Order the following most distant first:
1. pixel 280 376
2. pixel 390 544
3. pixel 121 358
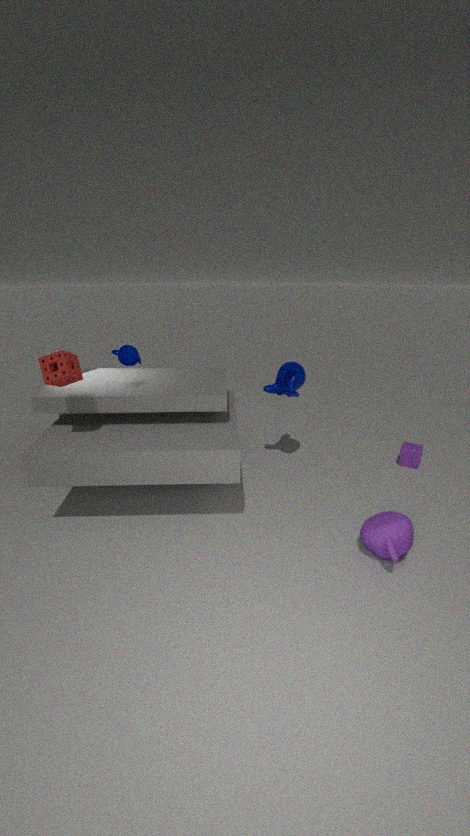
1. pixel 280 376
2. pixel 121 358
3. pixel 390 544
